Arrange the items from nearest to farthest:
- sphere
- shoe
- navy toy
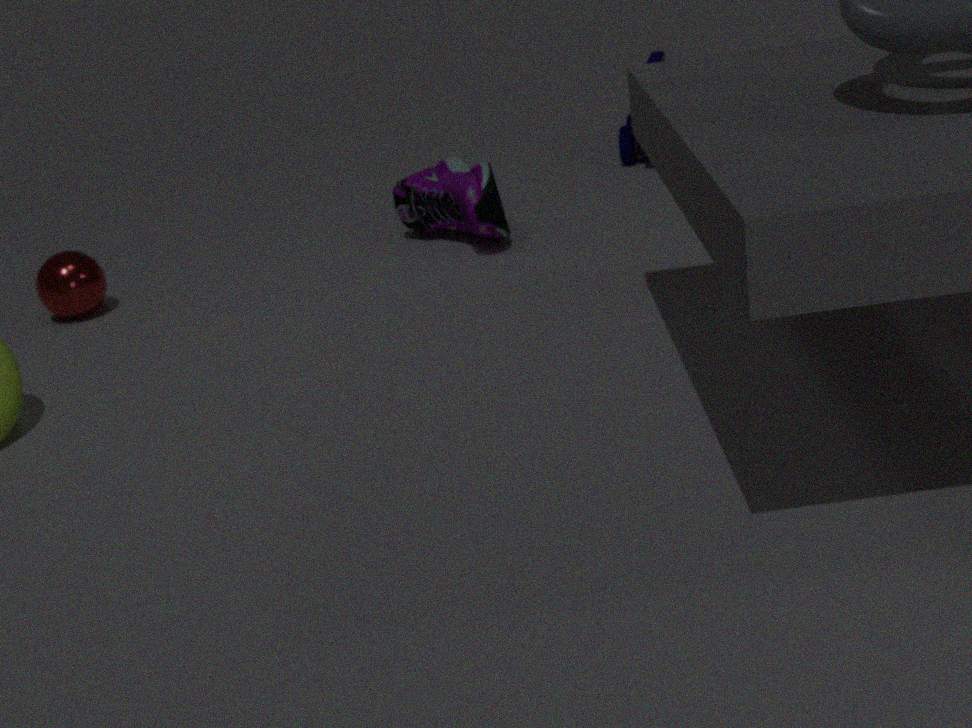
sphere, shoe, navy toy
